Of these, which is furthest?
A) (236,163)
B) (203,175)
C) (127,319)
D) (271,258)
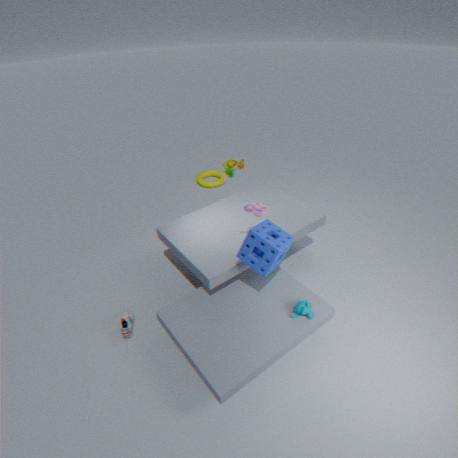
(203,175)
